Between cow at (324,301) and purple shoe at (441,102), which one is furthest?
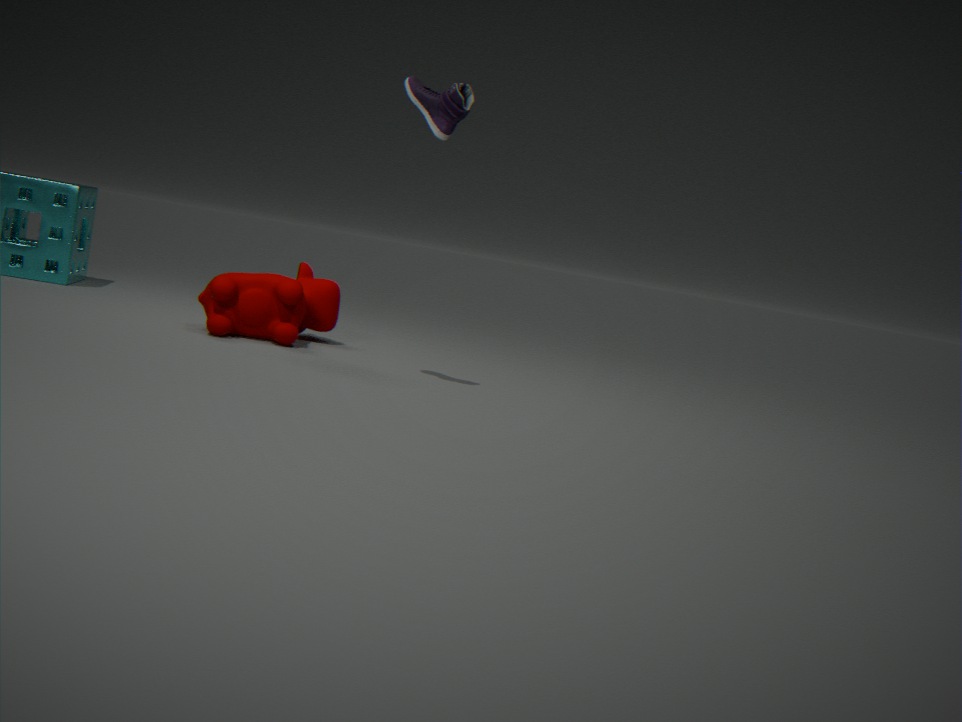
cow at (324,301)
